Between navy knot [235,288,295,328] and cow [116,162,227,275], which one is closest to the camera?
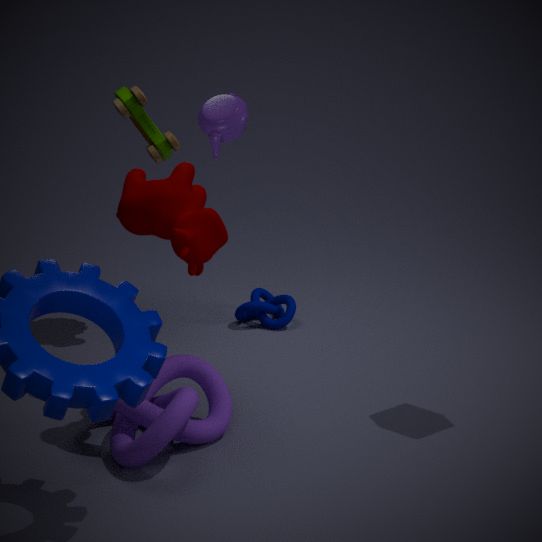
cow [116,162,227,275]
